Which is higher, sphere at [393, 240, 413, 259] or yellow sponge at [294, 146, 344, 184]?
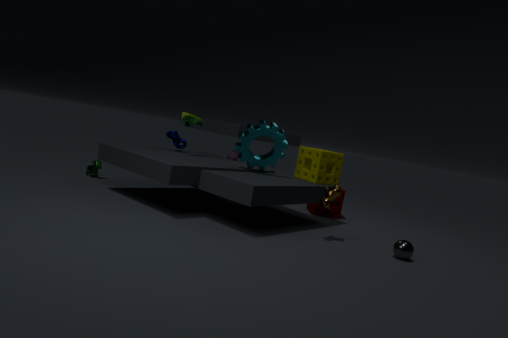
yellow sponge at [294, 146, 344, 184]
